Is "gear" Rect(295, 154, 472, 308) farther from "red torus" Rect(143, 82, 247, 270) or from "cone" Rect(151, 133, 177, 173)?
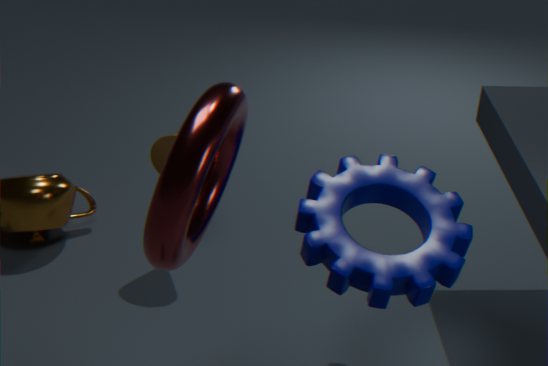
"cone" Rect(151, 133, 177, 173)
